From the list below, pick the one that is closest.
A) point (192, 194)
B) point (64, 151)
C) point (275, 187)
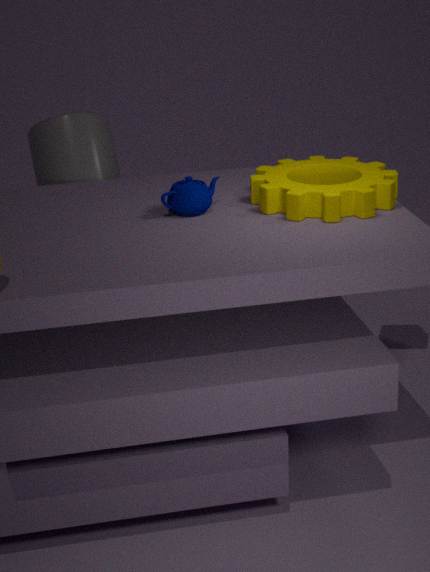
point (192, 194)
